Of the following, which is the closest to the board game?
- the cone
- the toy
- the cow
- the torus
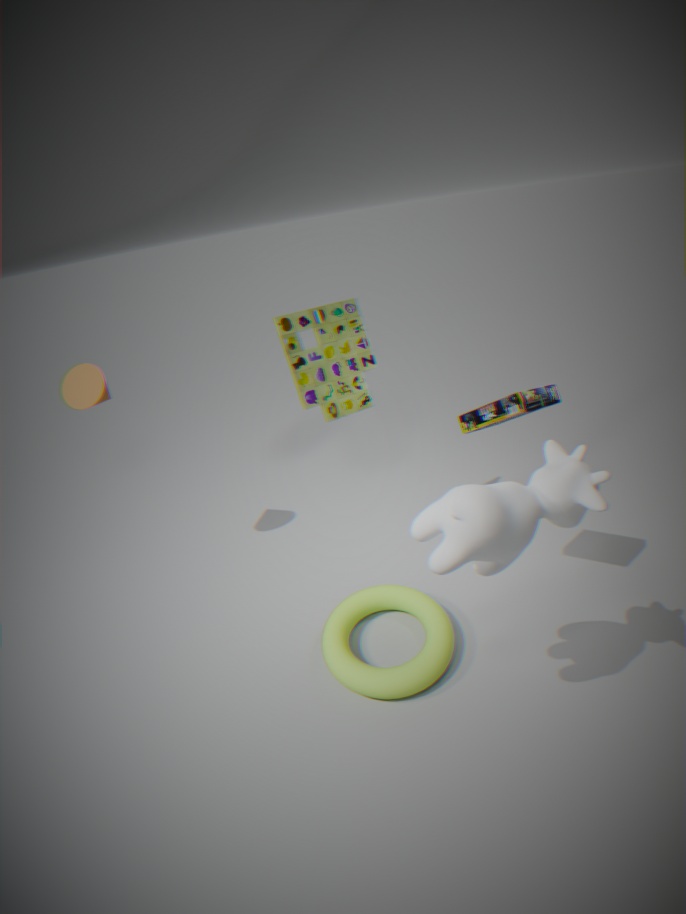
the cow
